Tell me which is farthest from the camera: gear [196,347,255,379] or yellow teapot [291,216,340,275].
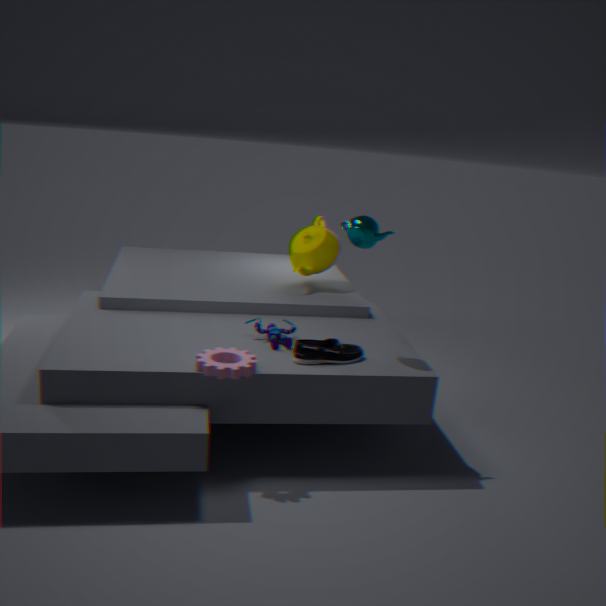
yellow teapot [291,216,340,275]
